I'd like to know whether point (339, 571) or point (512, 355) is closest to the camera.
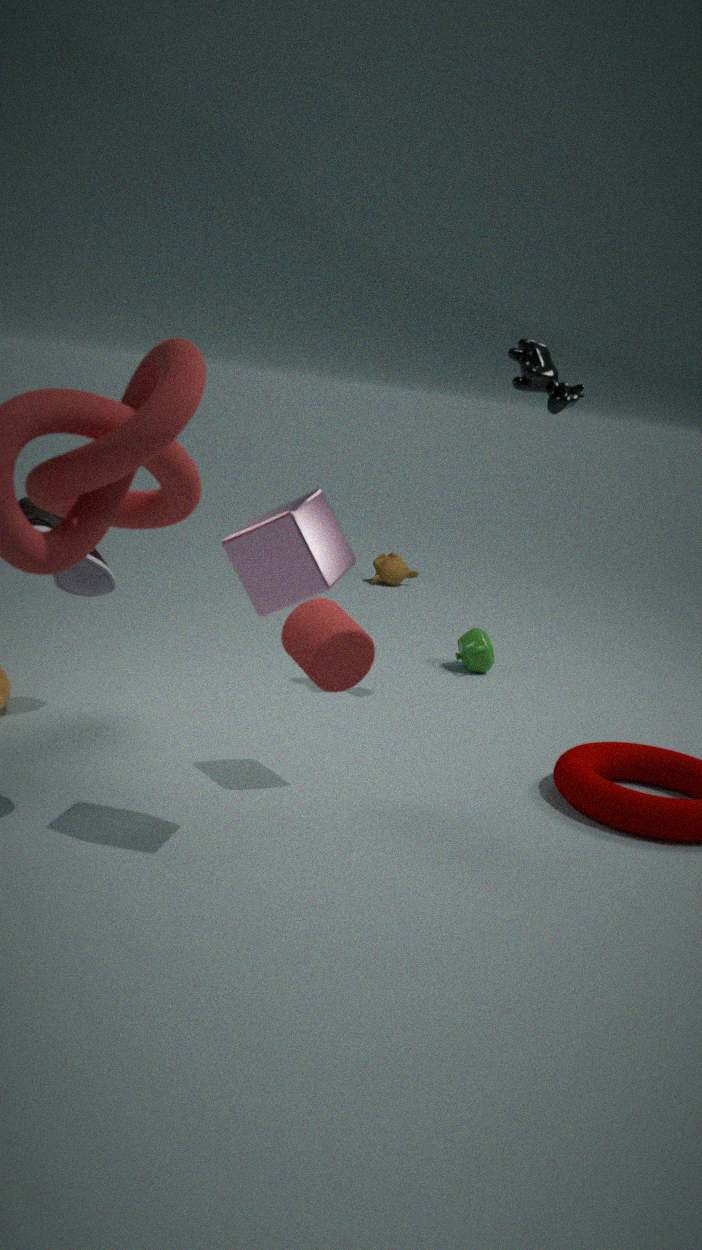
point (339, 571)
